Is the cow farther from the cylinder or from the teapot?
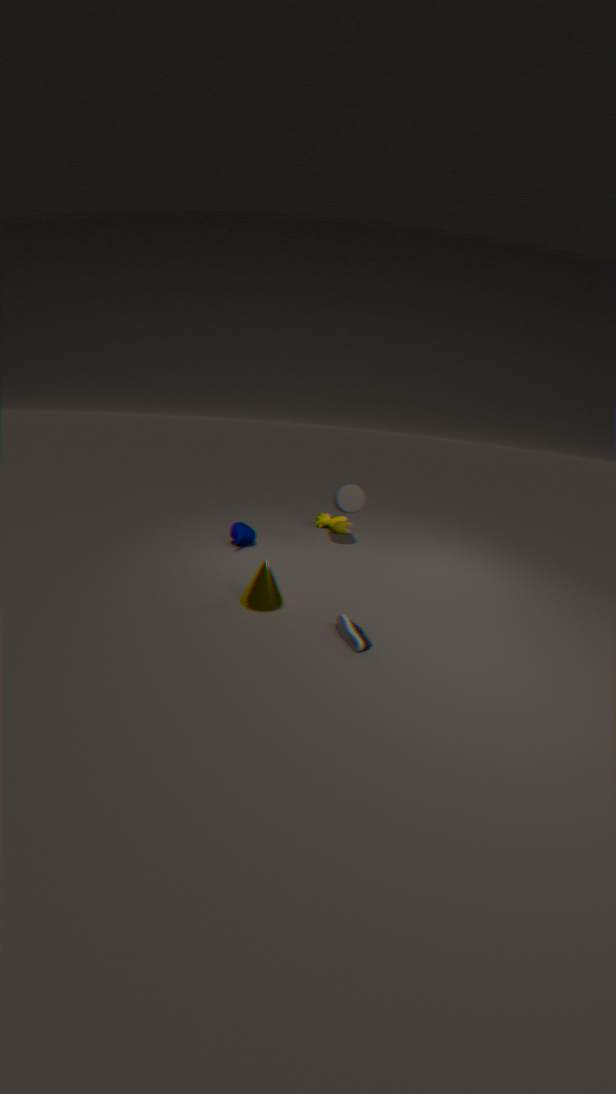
the teapot
